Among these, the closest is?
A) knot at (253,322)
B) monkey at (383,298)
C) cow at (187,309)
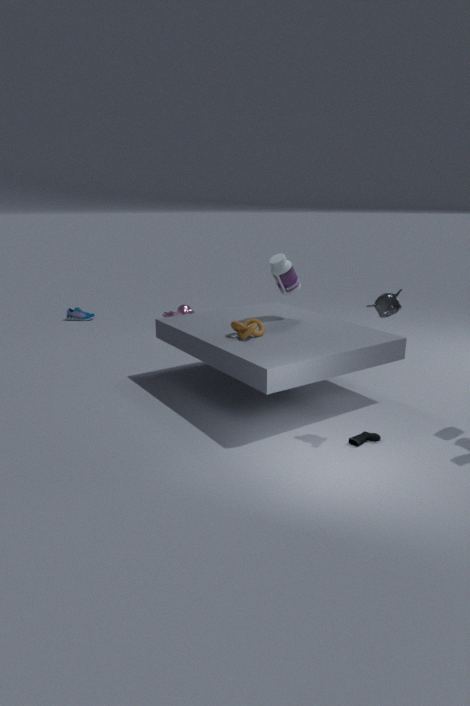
monkey at (383,298)
